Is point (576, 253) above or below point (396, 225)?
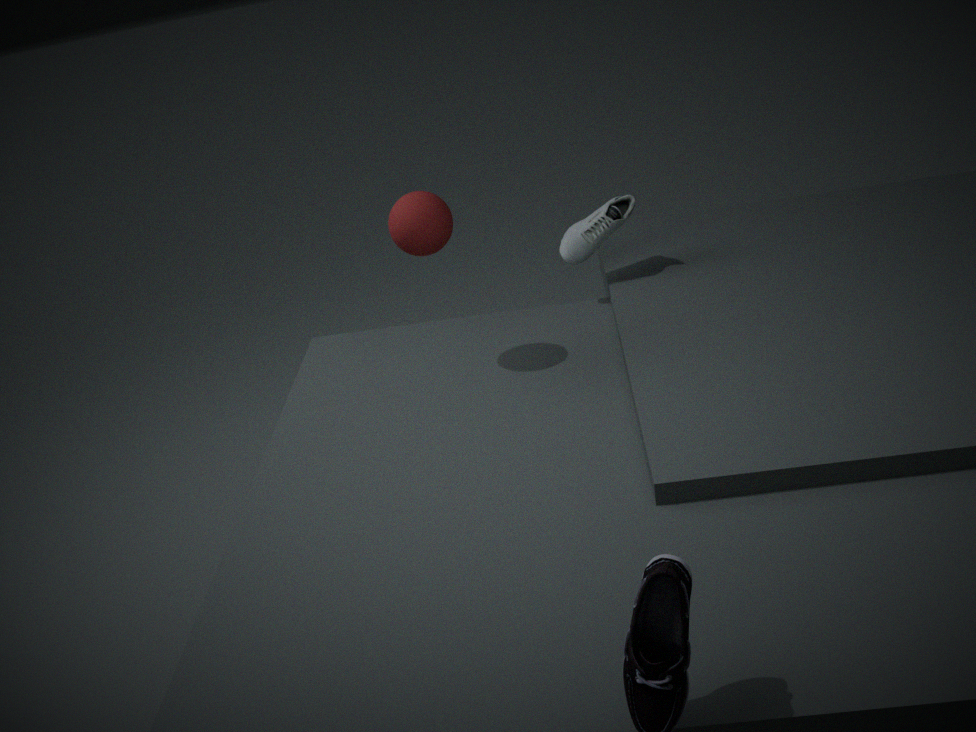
below
